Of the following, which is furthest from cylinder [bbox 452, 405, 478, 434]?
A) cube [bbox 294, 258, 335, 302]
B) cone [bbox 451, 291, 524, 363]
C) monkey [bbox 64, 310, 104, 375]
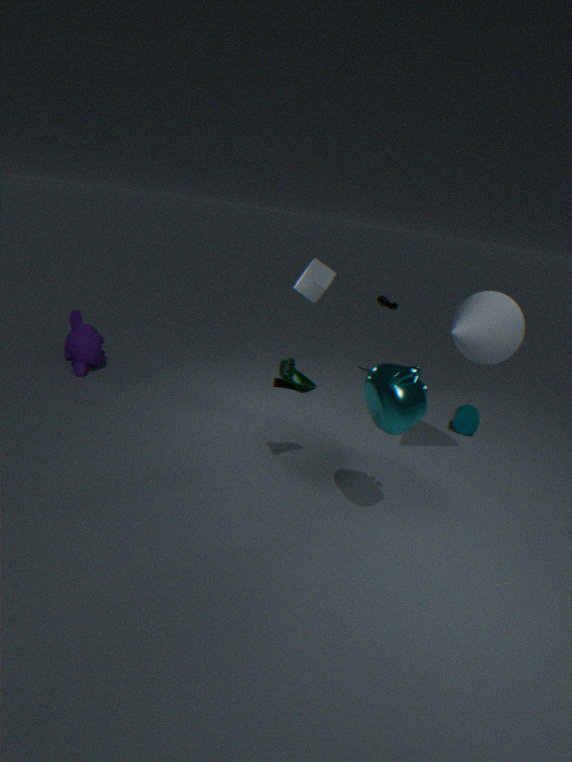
monkey [bbox 64, 310, 104, 375]
